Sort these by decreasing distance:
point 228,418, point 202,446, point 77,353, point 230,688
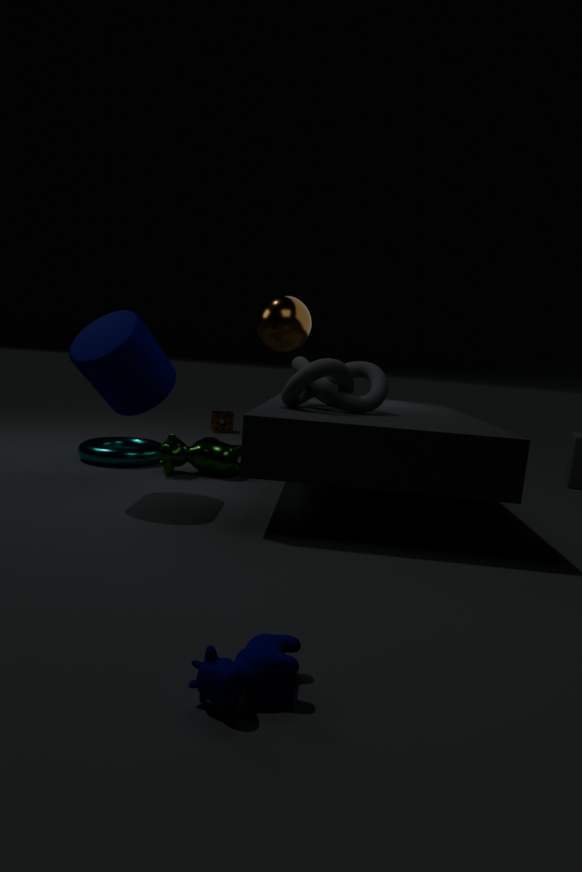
point 228,418 → point 202,446 → point 77,353 → point 230,688
